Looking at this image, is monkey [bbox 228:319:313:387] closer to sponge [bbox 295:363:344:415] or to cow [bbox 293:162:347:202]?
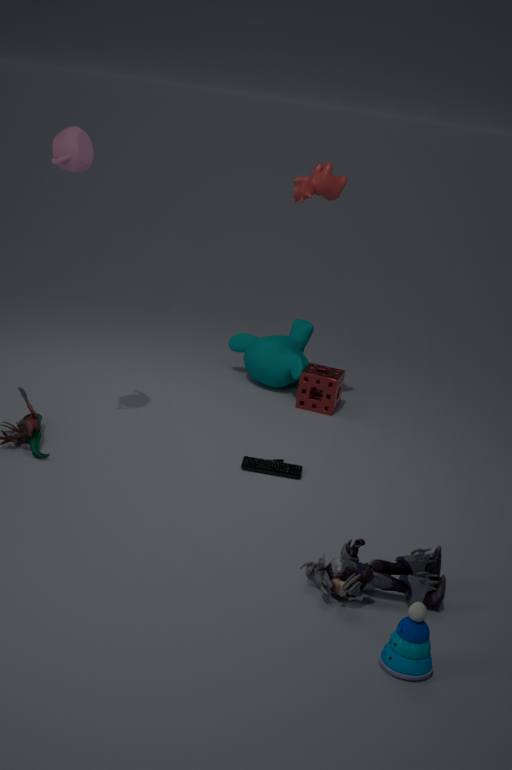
sponge [bbox 295:363:344:415]
